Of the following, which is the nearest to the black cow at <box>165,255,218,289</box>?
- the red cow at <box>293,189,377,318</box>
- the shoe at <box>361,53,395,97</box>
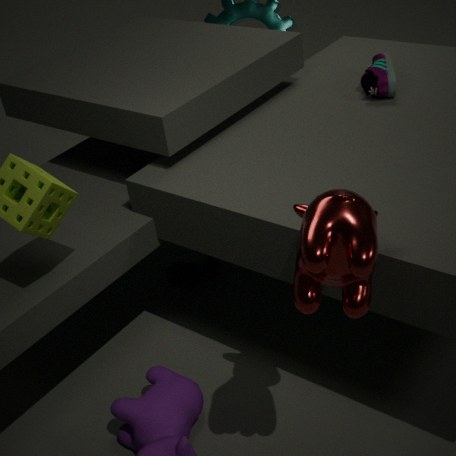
the shoe at <box>361,53,395,97</box>
